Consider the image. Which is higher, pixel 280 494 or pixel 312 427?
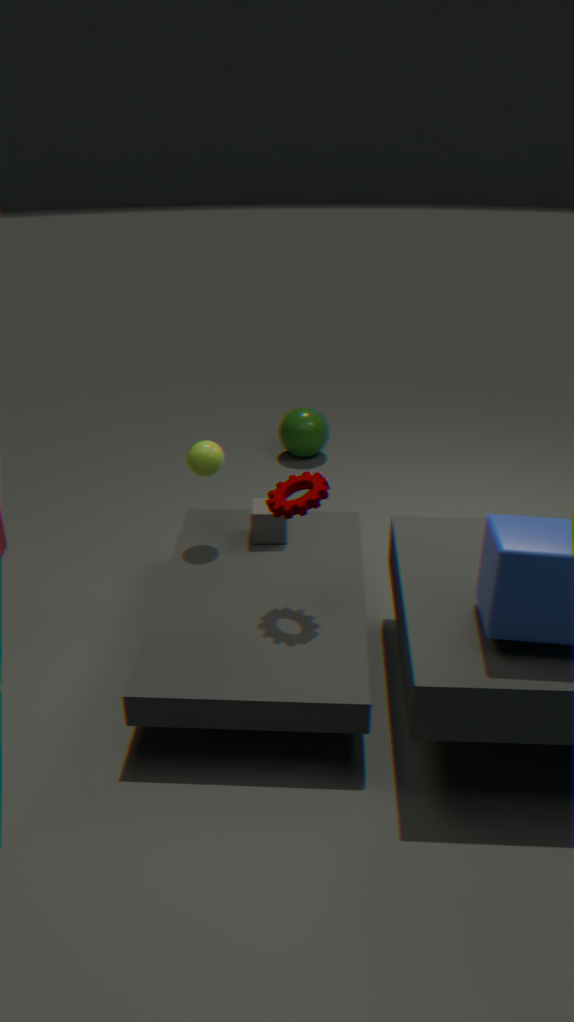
pixel 280 494
